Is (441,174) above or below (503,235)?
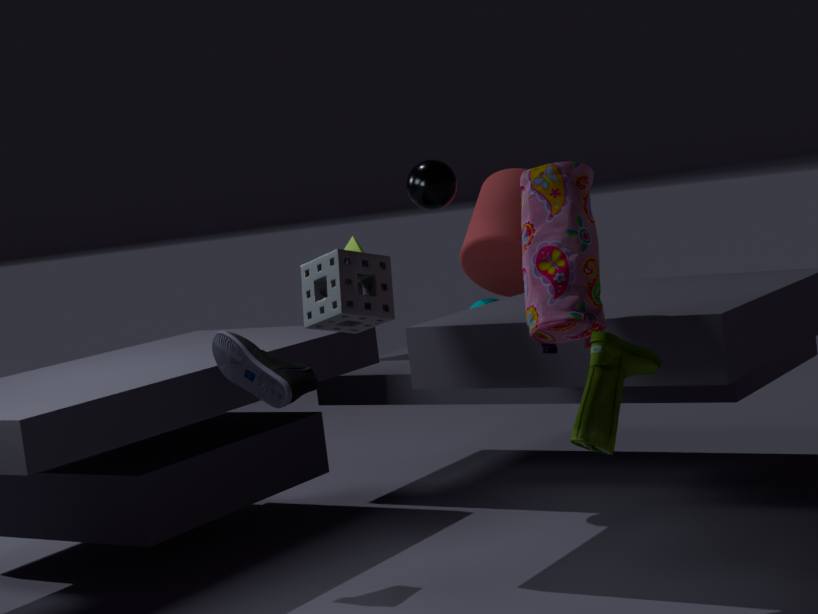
above
